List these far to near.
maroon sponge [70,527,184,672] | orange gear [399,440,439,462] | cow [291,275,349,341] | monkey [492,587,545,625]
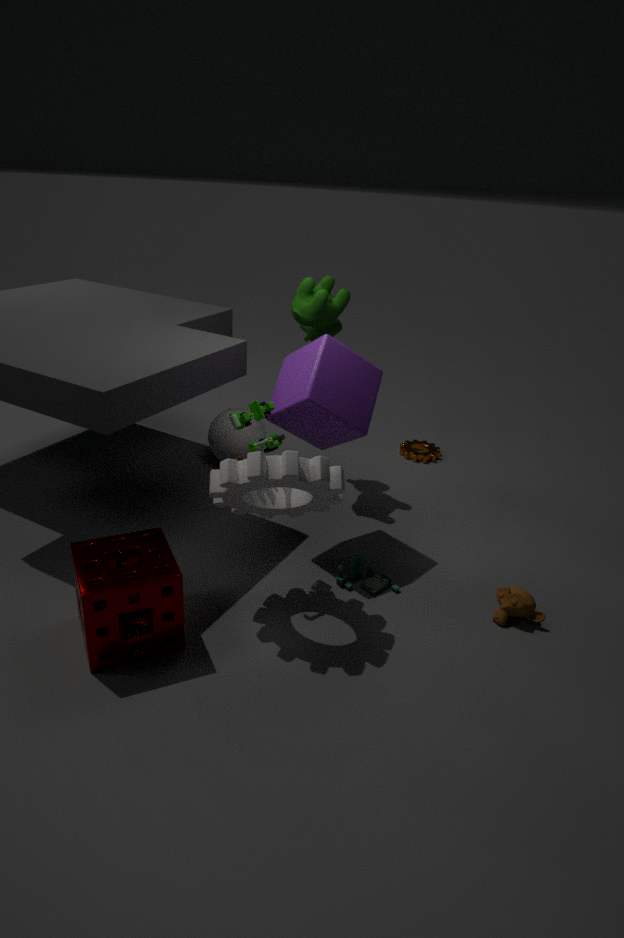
orange gear [399,440,439,462]
cow [291,275,349,341]
monkey [492,587,545,625]
maroon sponge [70,527,184,672]
